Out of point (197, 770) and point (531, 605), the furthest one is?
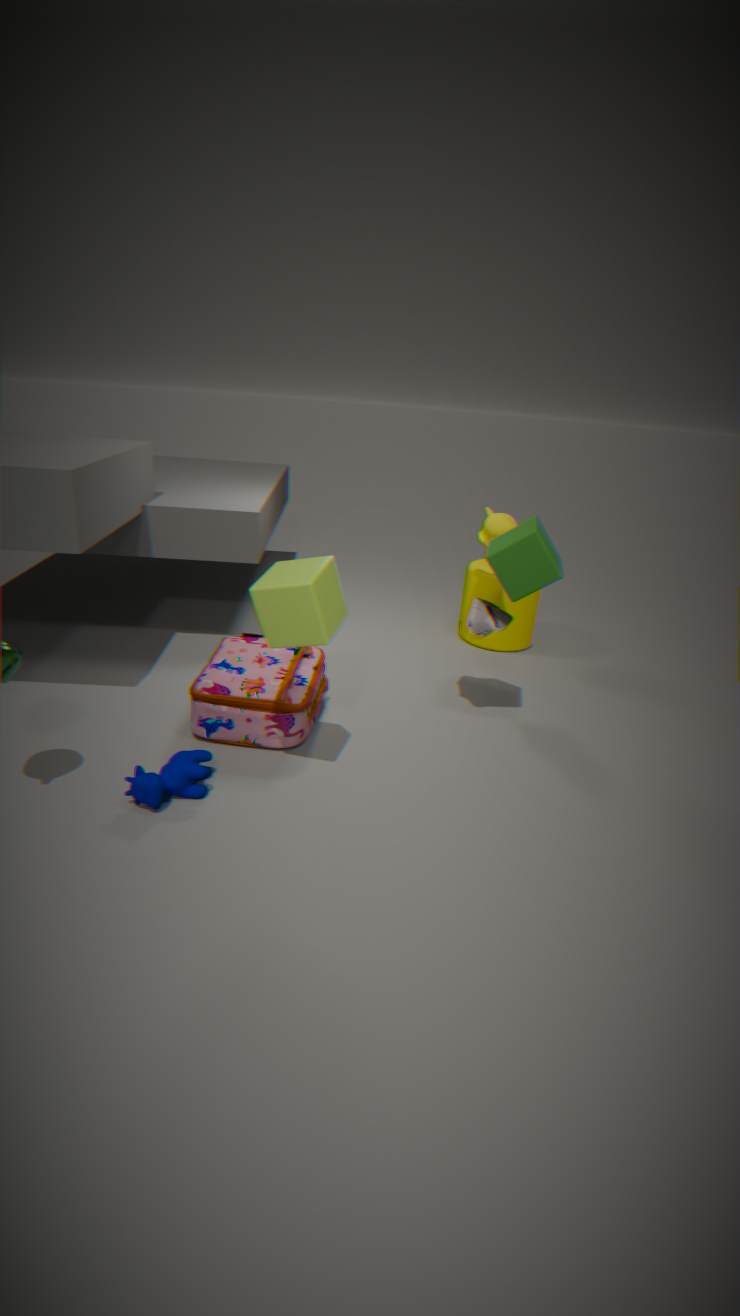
point (531, 605)
